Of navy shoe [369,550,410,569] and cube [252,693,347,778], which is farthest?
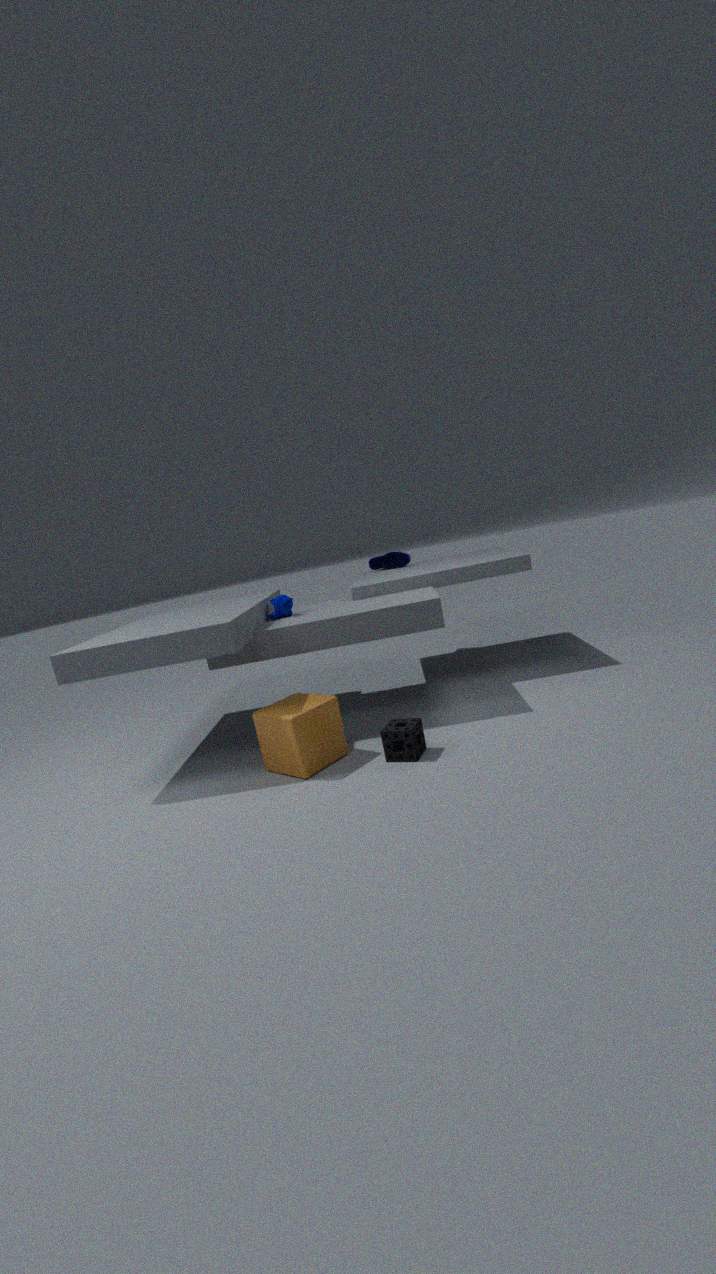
navy shoe [369,550,410,569]
